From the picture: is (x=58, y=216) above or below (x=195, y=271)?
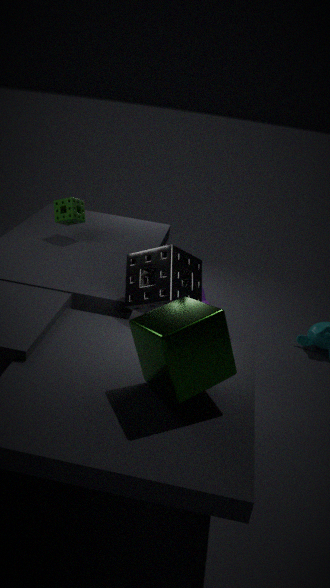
above
